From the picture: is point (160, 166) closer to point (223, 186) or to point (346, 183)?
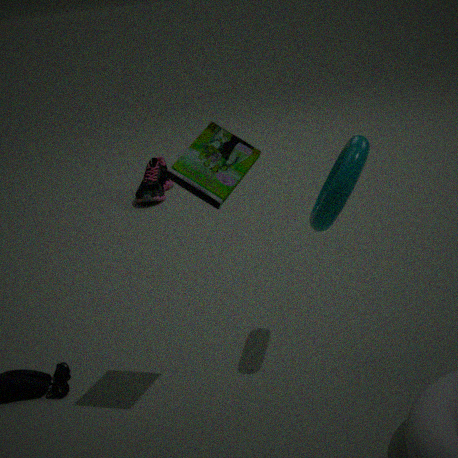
point (346, 183)
